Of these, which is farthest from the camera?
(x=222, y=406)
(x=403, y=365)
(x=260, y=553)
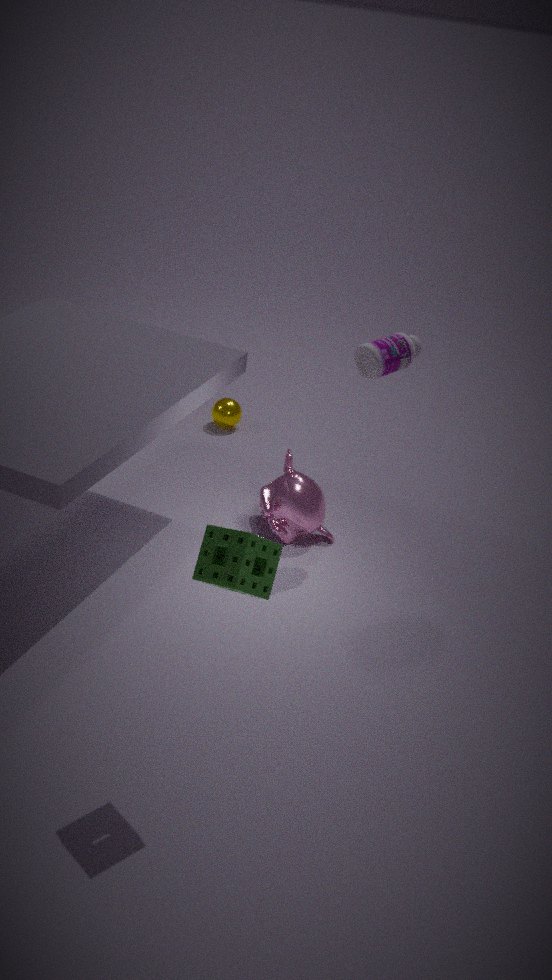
(x=222, y=406)
